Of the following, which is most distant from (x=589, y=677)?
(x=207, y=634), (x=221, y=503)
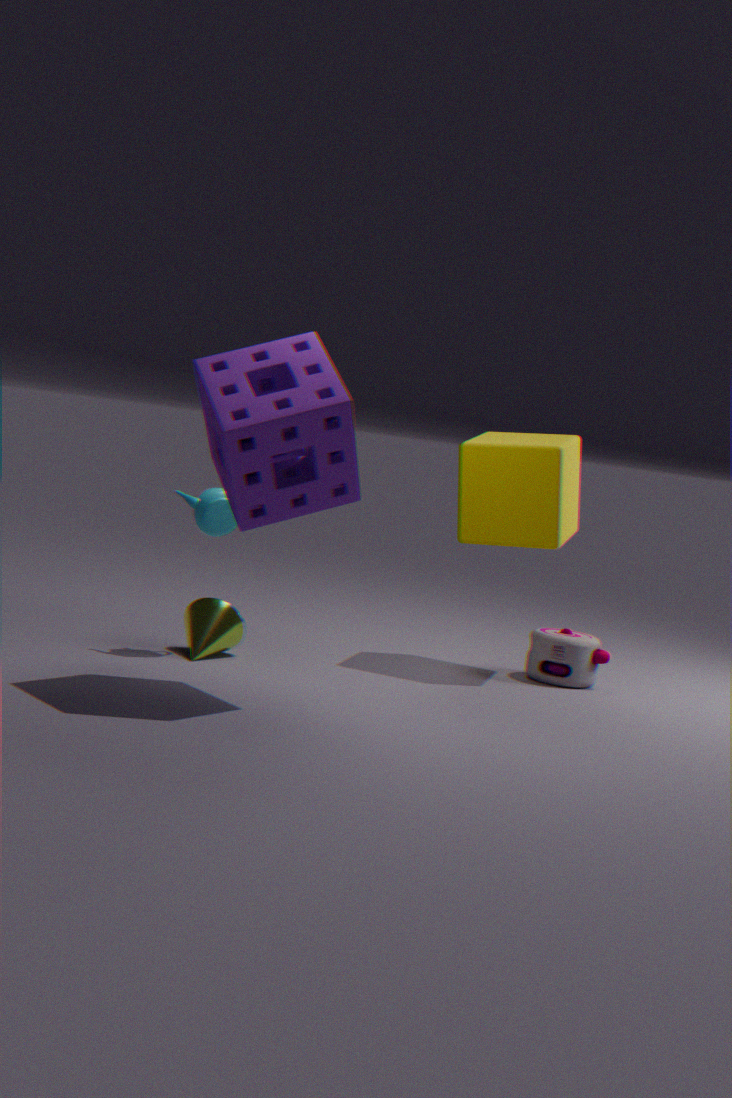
(x=221, y=503)
